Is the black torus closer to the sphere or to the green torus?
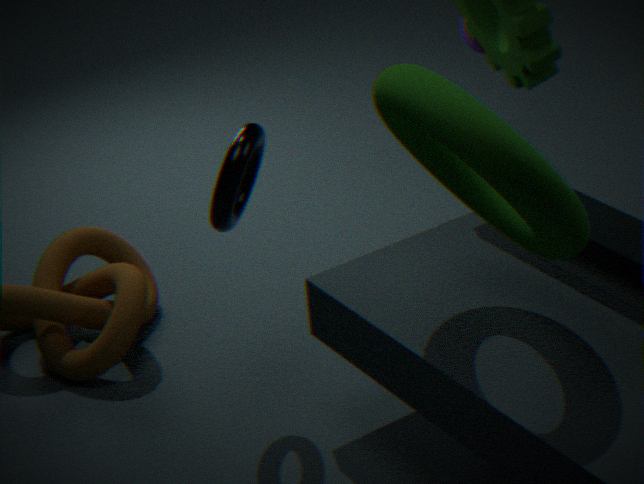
the green torus
